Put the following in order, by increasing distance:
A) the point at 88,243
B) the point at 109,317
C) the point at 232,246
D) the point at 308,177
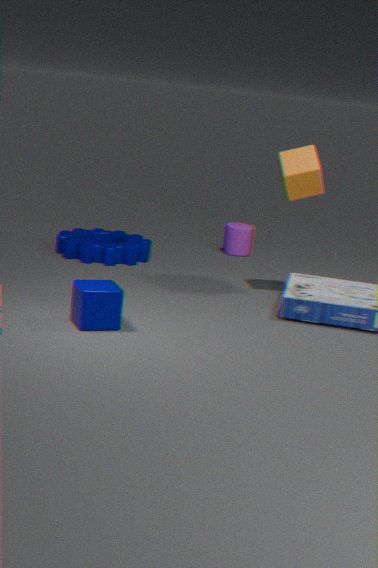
the point at 109,317, the point at 308,177, the point at 88,243, the point at 232,246
